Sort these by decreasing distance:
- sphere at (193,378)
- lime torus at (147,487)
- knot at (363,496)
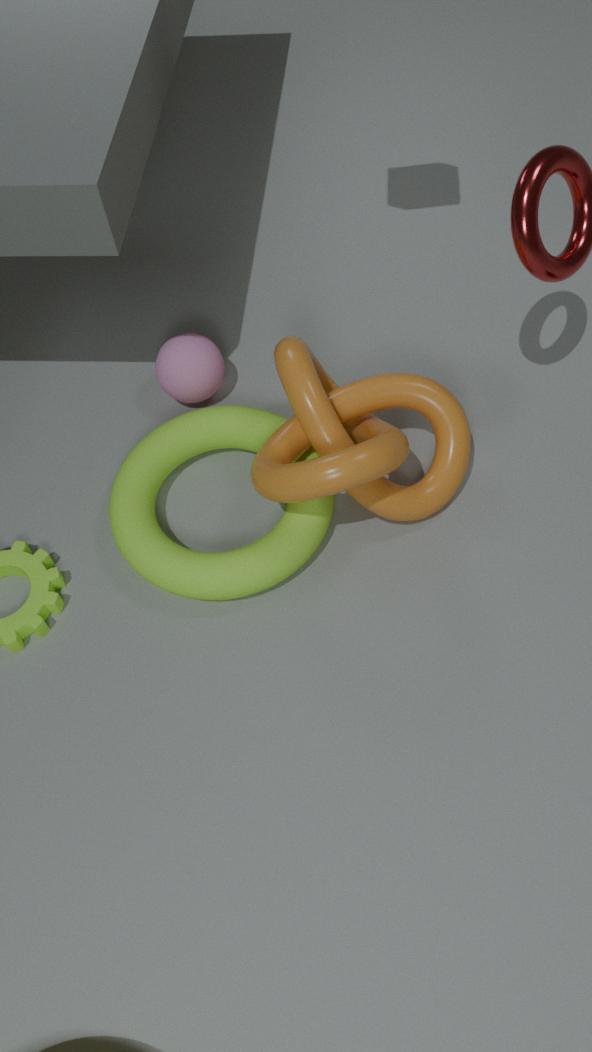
sphere at (193,378)
lime torus at (147,487)
knot at (363,496)
